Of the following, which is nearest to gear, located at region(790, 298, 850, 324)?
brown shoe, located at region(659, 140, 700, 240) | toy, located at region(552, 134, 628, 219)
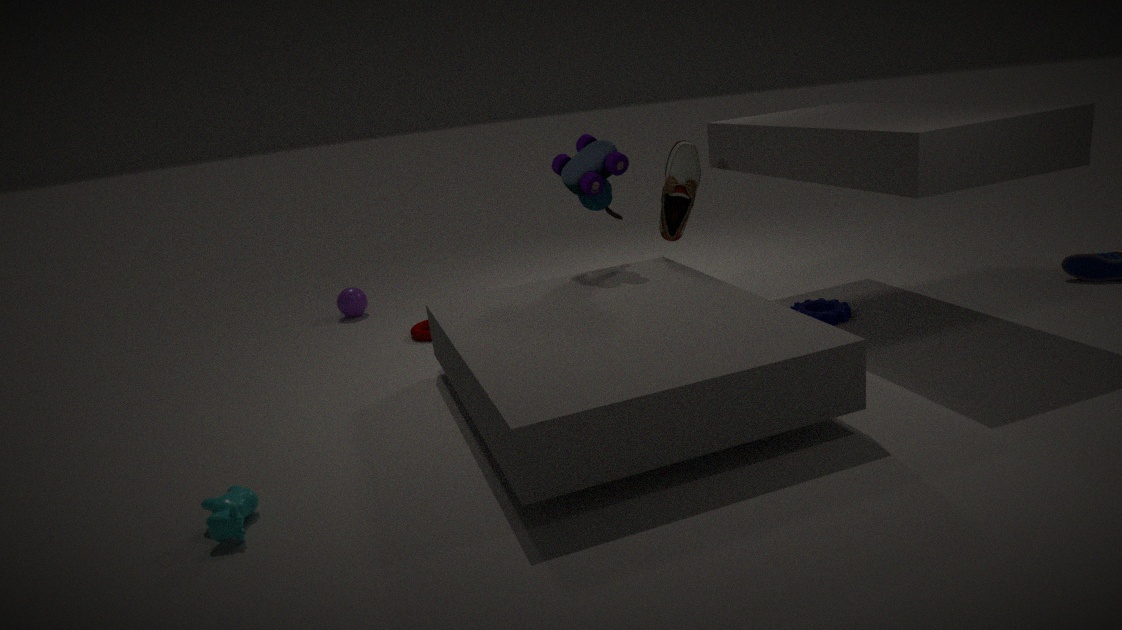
brown shoe, located at region(659, 140, 700, 240)
